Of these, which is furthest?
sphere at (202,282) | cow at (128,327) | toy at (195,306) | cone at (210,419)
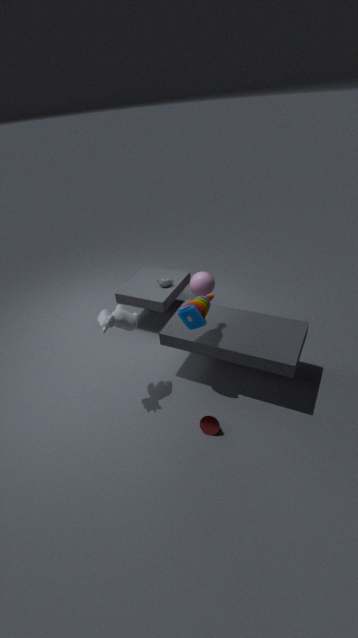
sphere at (202,282)
